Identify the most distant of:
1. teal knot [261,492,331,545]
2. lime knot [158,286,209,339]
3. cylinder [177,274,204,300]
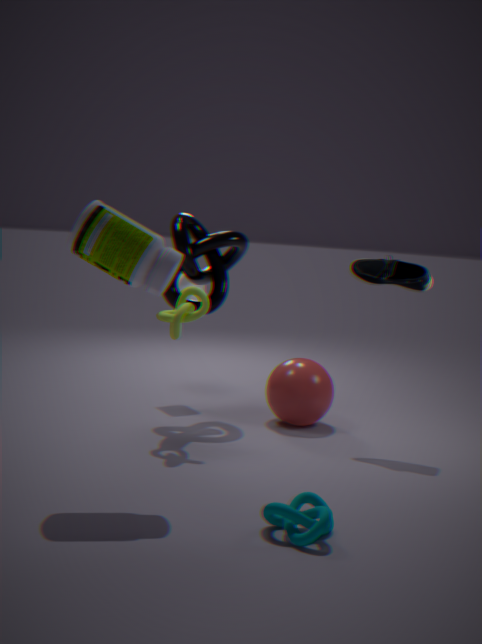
cylinder [177,274,204,300]
